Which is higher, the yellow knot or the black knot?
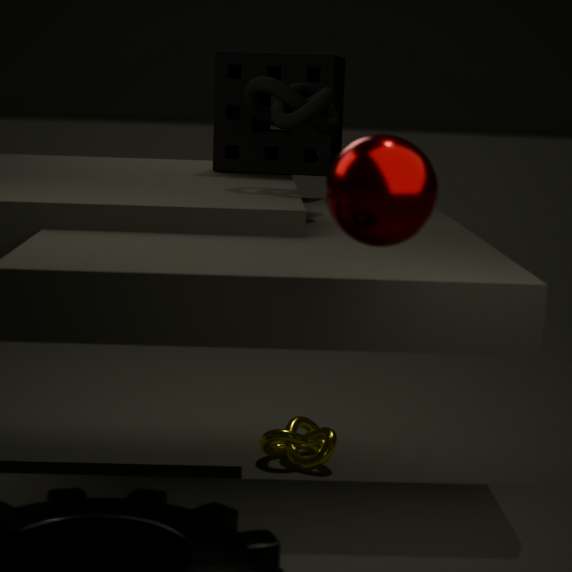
the black knot
